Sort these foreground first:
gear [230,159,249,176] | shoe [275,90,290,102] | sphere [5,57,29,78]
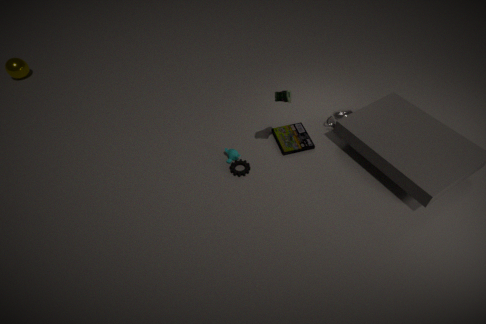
shoe [275,90,290,102] < gear [230,159,249,176] < sphere [5,57,29,78]
